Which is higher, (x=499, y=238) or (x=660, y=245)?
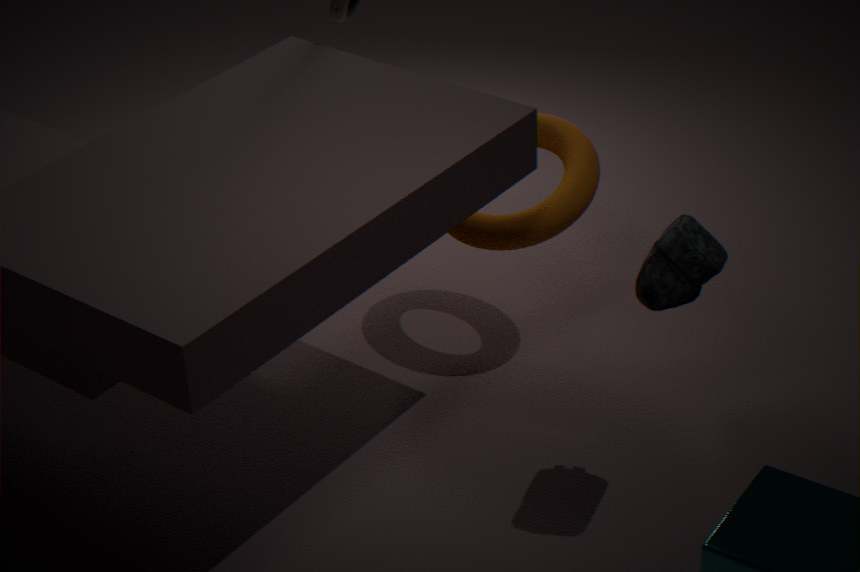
(x=660, y=245)
